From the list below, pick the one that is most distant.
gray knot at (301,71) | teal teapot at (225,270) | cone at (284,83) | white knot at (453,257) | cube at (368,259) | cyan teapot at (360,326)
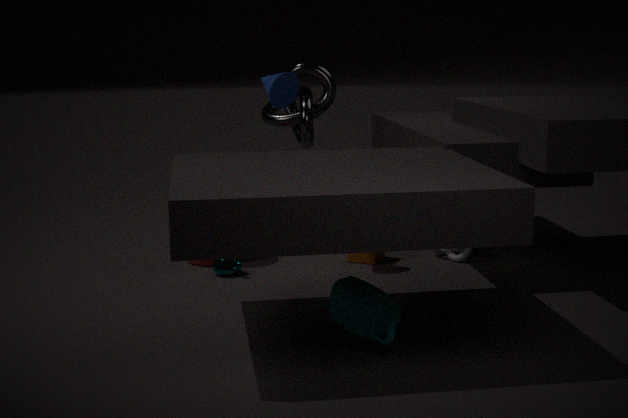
gray knot at (301,71)
